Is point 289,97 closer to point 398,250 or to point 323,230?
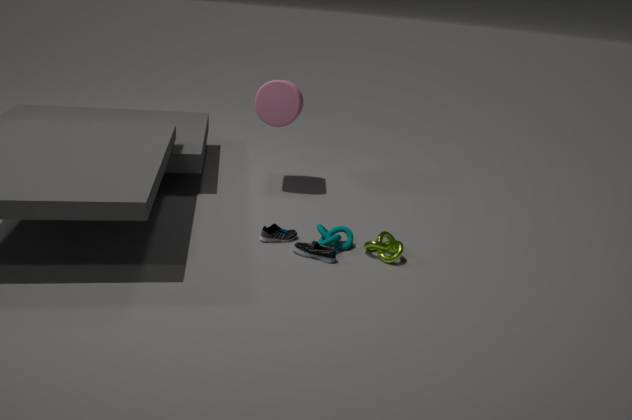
point 323,230
